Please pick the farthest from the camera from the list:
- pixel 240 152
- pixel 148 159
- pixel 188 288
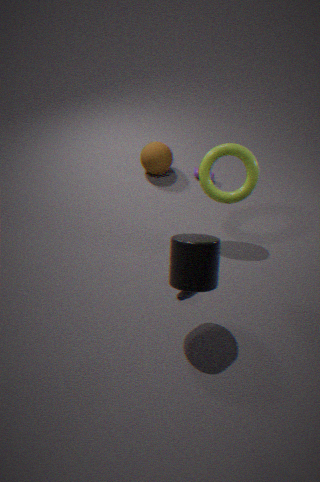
pixel 148 159
